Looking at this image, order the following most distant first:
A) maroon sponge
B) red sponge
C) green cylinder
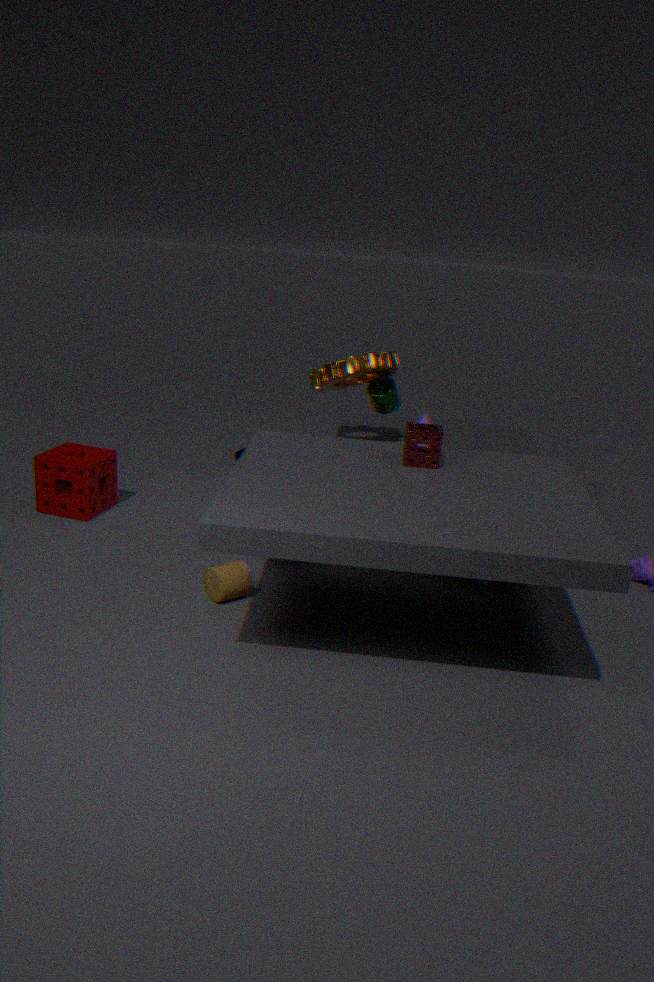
green cylinder, maroon sponge, red sponge
